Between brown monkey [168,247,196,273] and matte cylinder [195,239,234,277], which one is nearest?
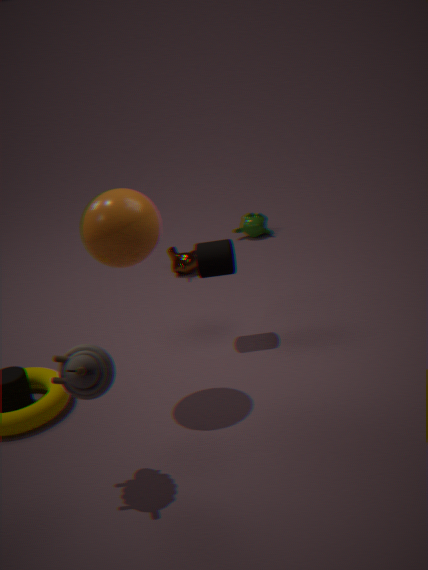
matte cylinder [195,239,234,277]
